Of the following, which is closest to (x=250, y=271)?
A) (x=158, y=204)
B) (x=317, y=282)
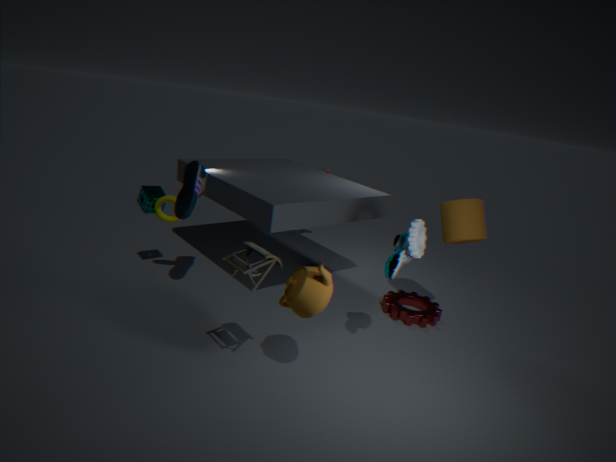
(x=317, y=282)
